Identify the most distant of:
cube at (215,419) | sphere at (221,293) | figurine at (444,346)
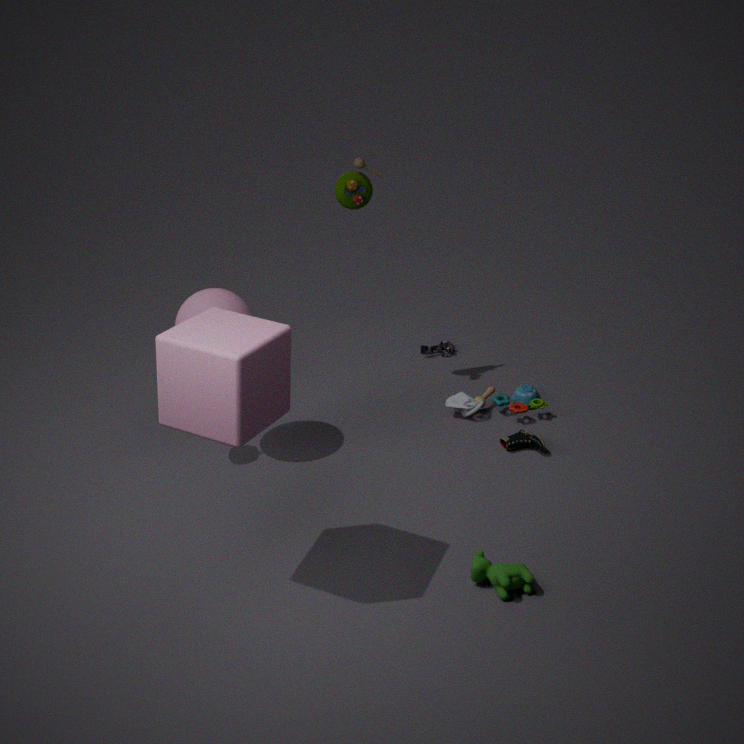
figurine at (444,346)
